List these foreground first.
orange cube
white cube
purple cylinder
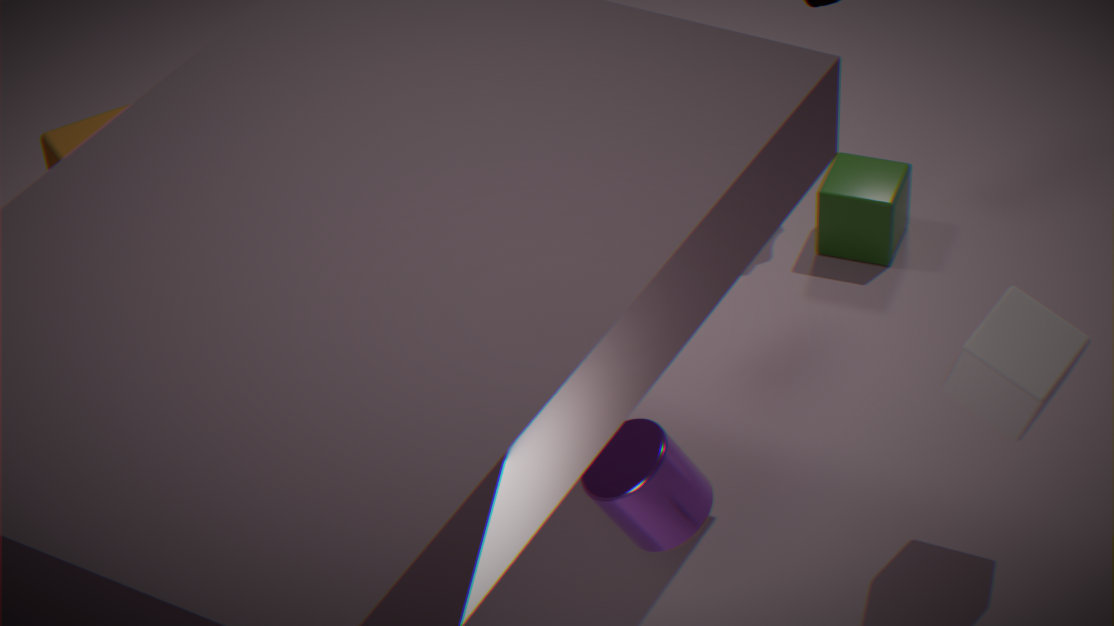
purple cylinder, white cube, orange cube
